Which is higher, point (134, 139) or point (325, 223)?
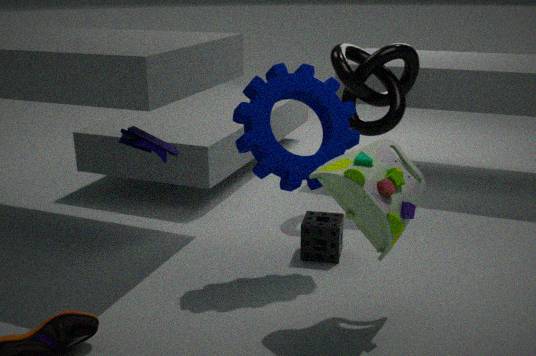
point (134, 139)
